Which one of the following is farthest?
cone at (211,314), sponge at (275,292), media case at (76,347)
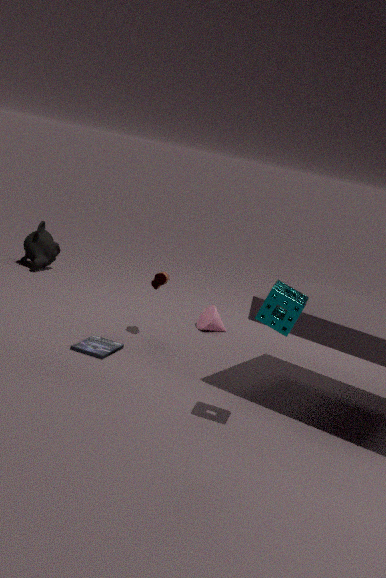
cone at (211,314)
